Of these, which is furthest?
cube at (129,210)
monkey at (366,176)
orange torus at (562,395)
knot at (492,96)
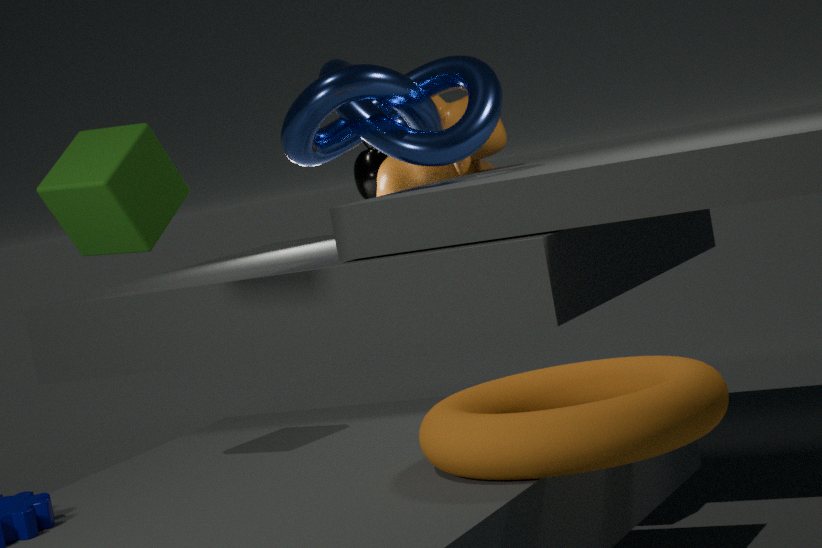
monkey at (366,176)
